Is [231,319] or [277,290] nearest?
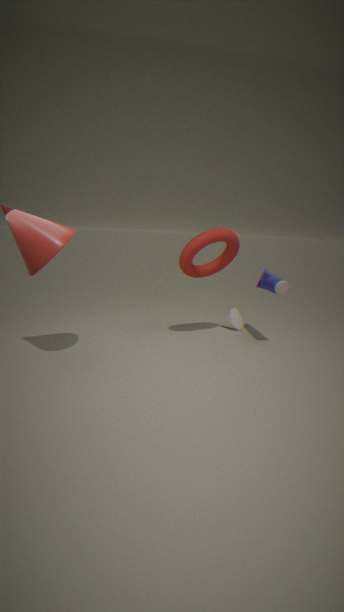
[277,290]
